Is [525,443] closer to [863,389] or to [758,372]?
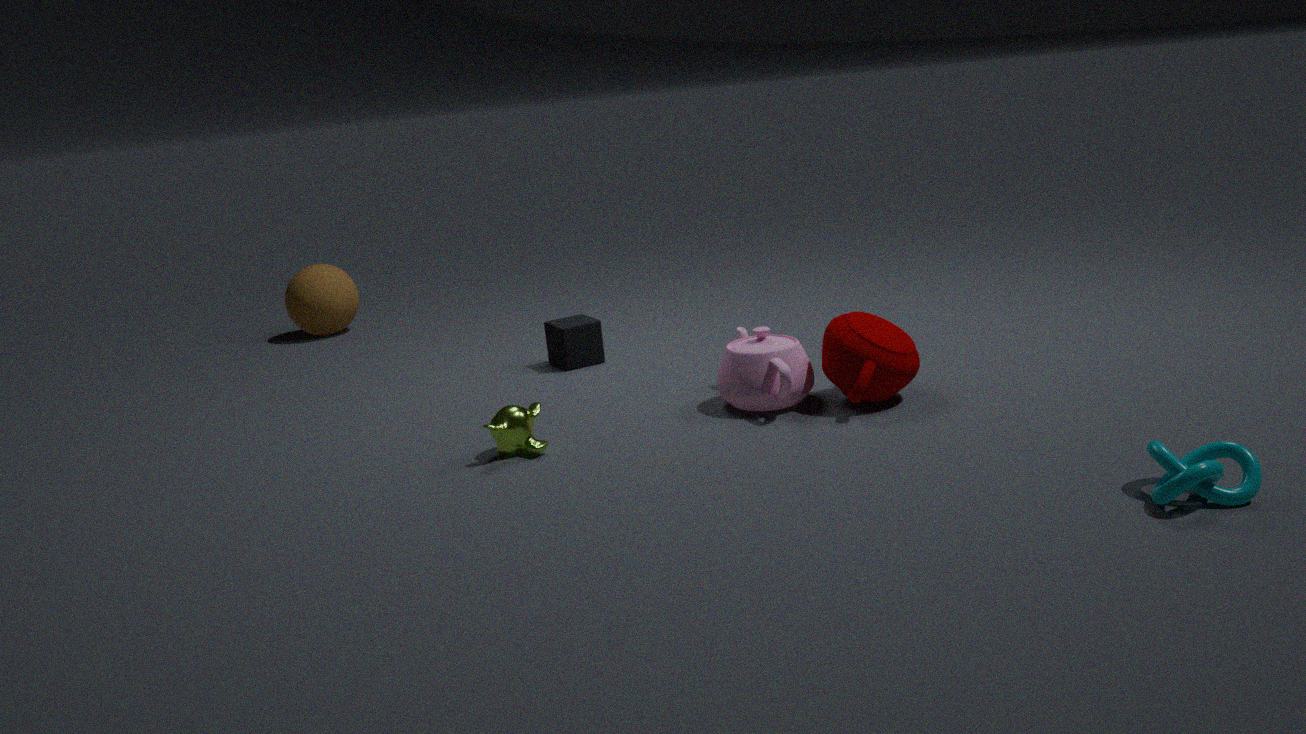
[758,372]
